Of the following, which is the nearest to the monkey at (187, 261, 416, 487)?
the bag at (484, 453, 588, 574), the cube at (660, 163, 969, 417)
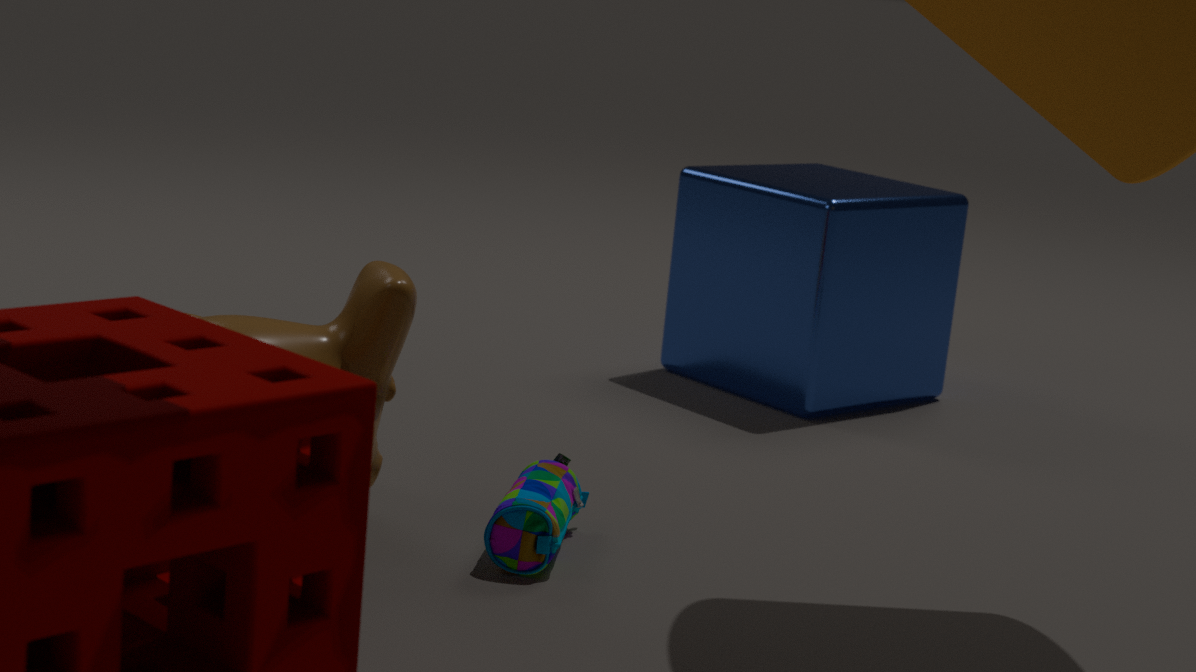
the bag at (484, 453, 588, 574)
